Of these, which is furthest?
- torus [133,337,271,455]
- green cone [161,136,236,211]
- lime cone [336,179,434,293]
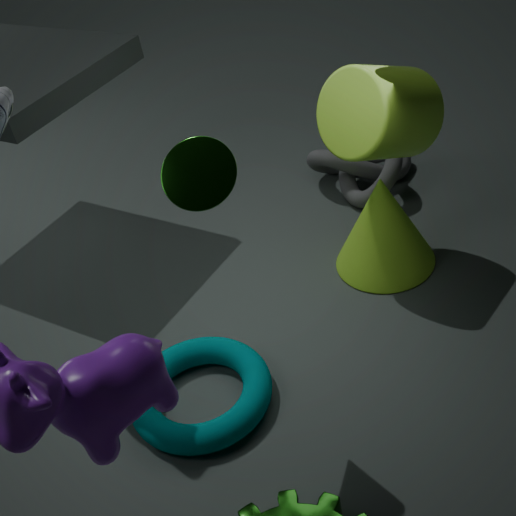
lime cone [336,179,434,293]
